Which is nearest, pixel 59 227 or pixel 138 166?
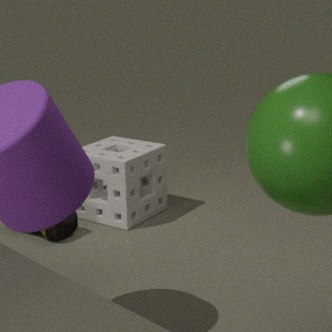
pixel 59 227
